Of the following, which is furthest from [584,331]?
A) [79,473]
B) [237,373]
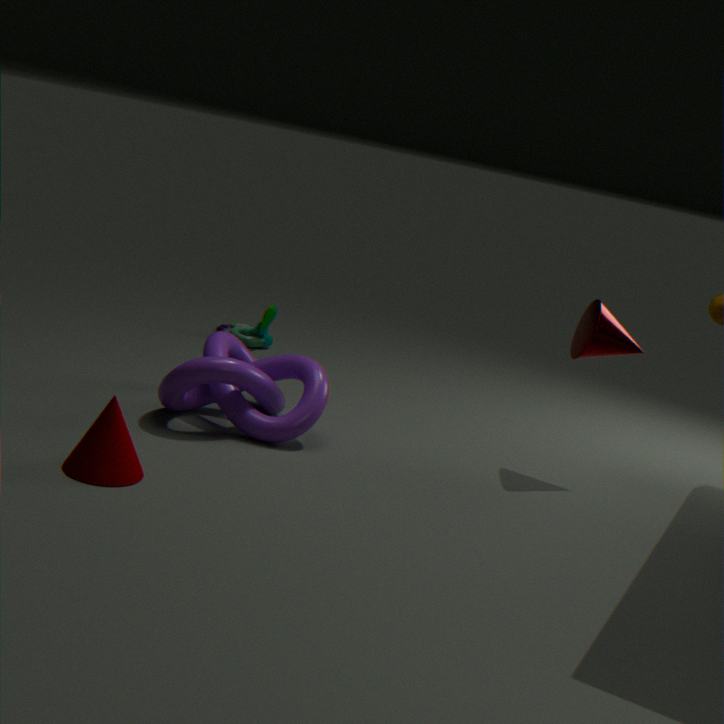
[79,473]
